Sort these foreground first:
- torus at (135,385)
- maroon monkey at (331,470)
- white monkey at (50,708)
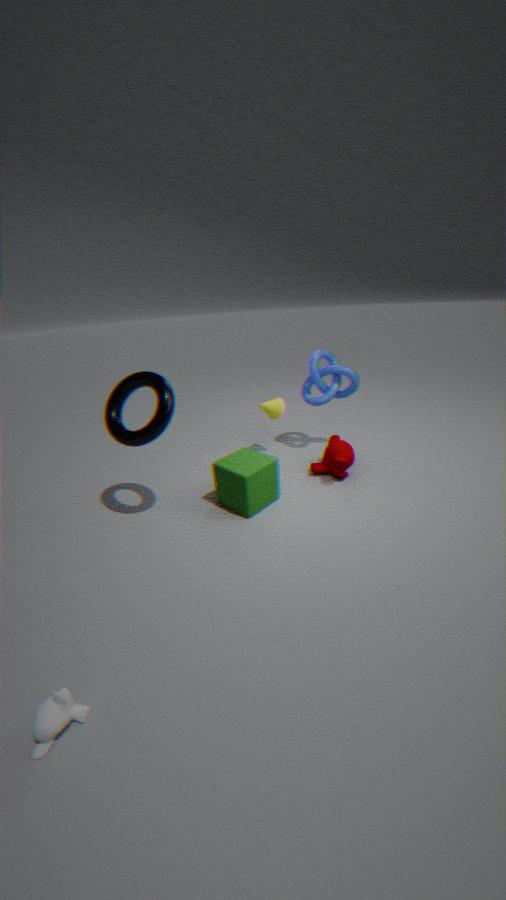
Answer: white monkey at (50,708) → torus at (135,385) → maroon monkey at (331,470)
